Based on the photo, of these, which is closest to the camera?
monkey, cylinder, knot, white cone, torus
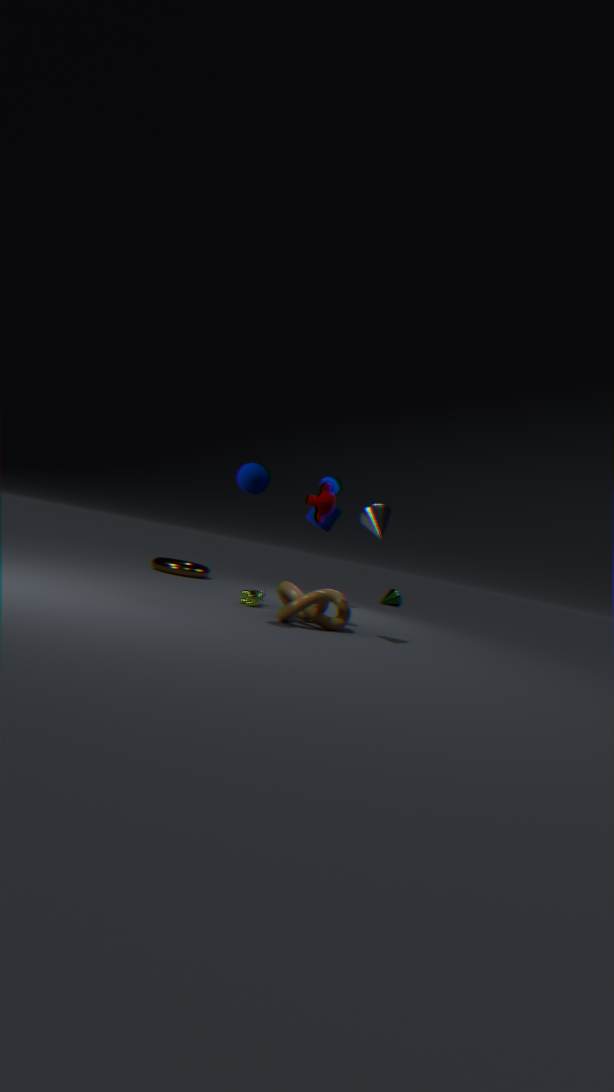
monkey
